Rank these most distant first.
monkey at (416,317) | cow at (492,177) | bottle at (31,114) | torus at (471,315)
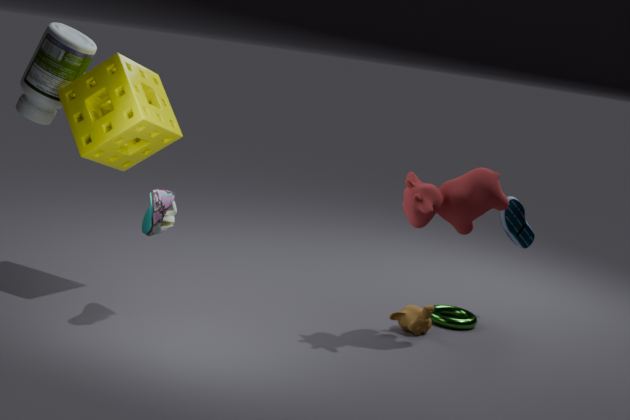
torus at (471,315) → monkey at (416,317) → bottle at (31,114) → cow at (492,177)
